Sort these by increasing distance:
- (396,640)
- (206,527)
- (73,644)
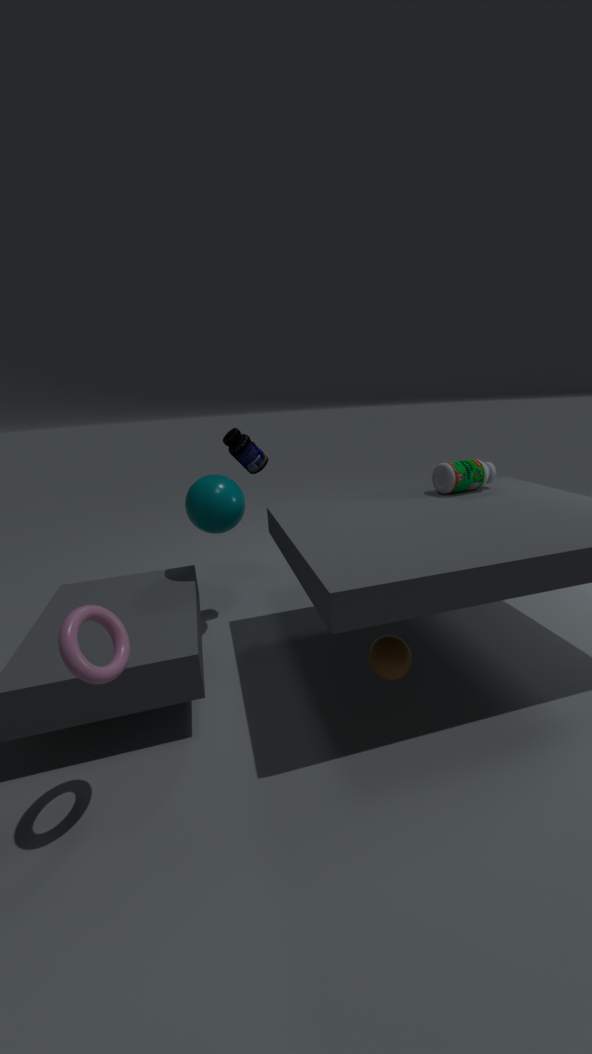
(73,644) → (396,640) → (206,527)
